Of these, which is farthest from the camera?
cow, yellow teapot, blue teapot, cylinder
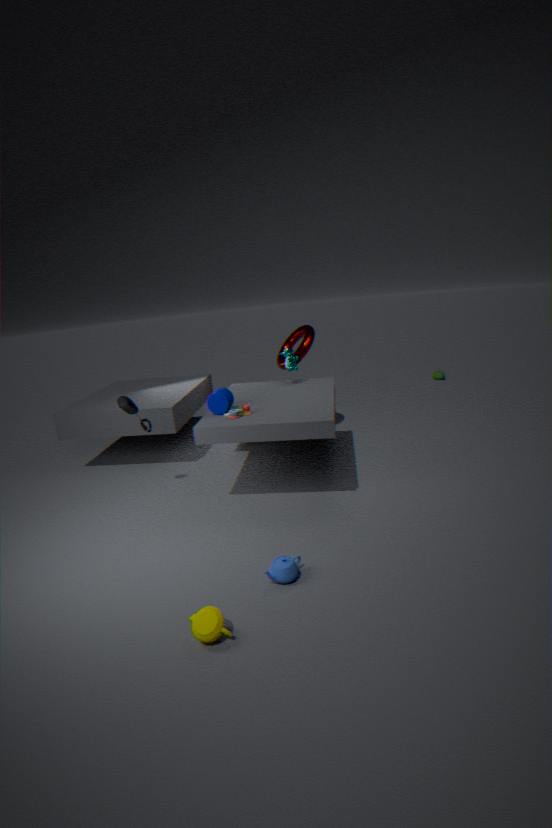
cow
